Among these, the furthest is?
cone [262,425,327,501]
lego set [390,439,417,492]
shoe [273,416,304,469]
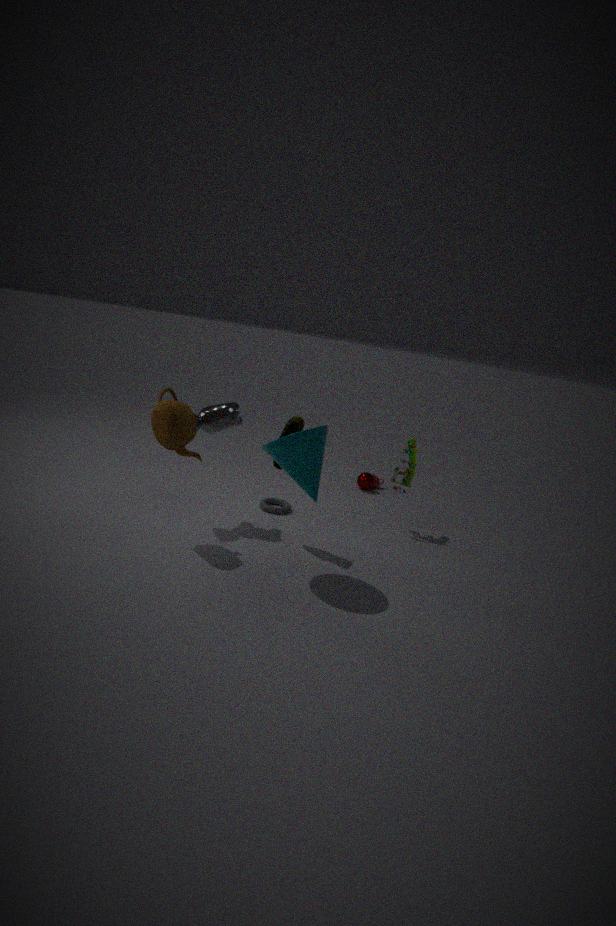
lego set [390,439,417,492]
